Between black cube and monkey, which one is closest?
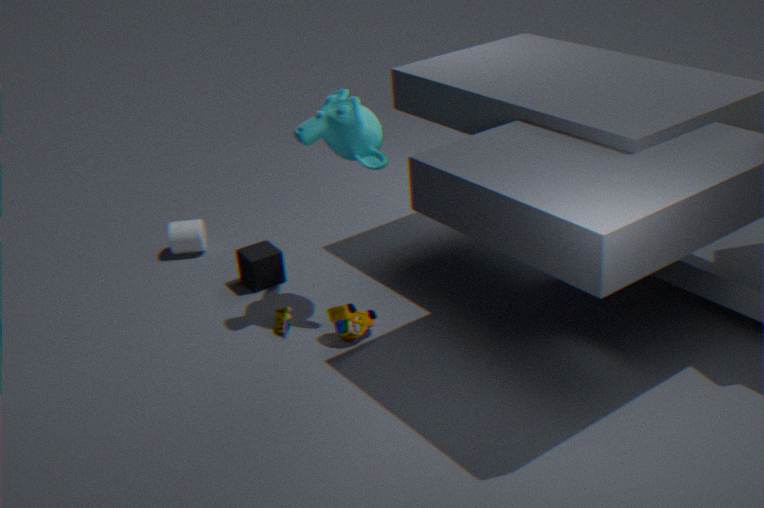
monkey
